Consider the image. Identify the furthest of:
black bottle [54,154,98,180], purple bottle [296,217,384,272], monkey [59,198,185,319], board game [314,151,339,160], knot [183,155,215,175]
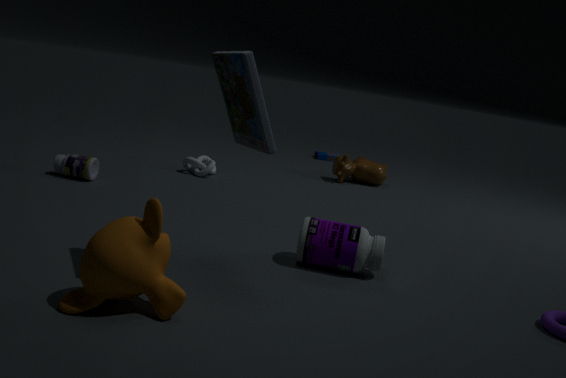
board game [314,151,339,160]
